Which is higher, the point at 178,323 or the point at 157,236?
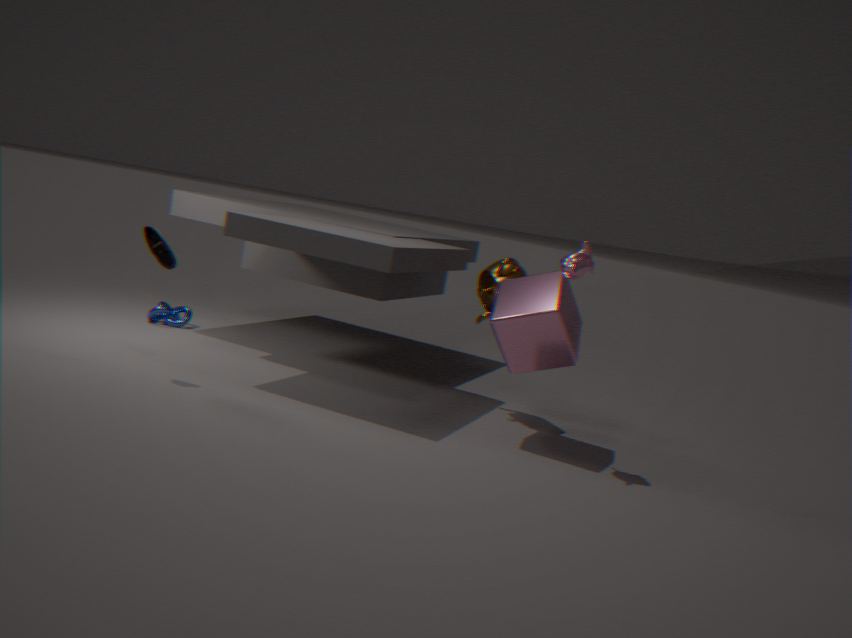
the point at 157,236
